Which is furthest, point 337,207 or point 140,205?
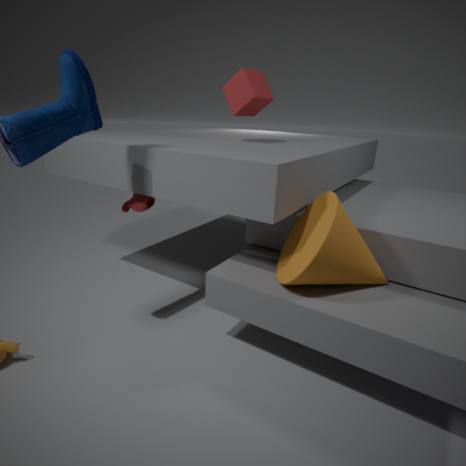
point 140,205
